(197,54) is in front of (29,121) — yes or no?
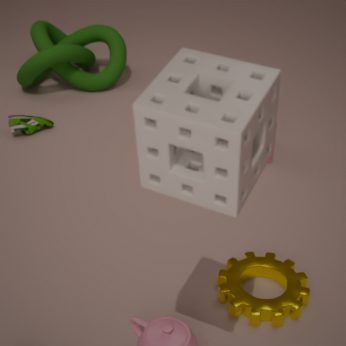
Yes
